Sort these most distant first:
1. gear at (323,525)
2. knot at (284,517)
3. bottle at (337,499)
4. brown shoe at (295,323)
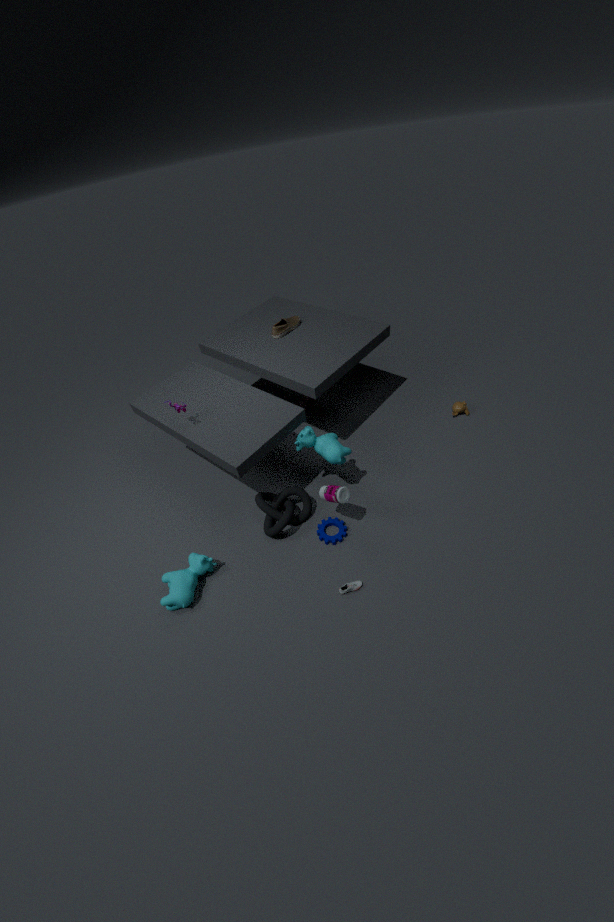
brown shoe at (295,323), gear at (323,525), knot at (284,517), bottle at (337,499)
